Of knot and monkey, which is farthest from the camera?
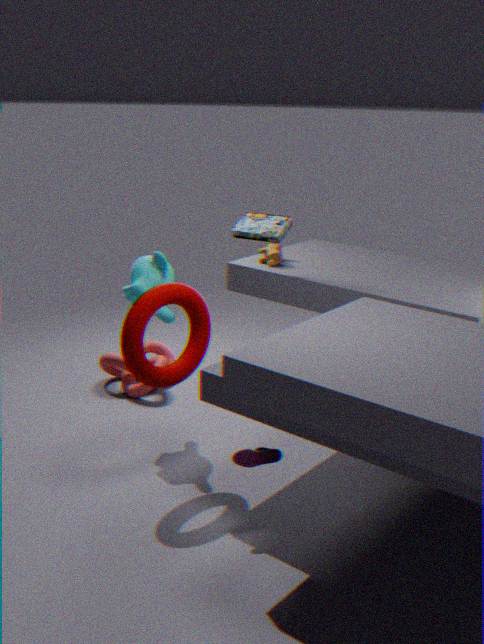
knot
